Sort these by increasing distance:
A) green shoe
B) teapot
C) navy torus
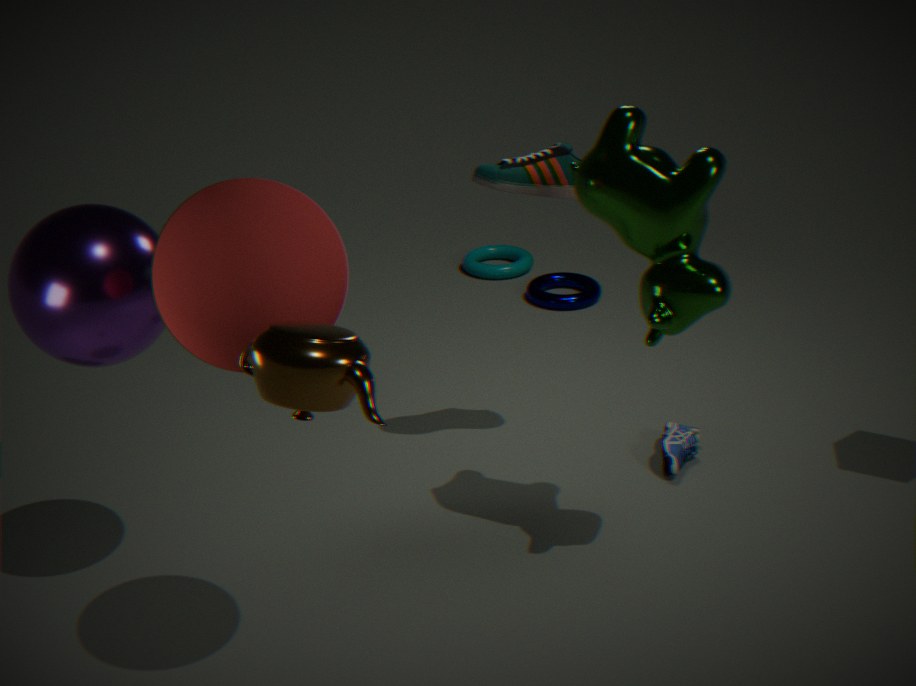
1. teapot
2. green shoe
3. navy torus
